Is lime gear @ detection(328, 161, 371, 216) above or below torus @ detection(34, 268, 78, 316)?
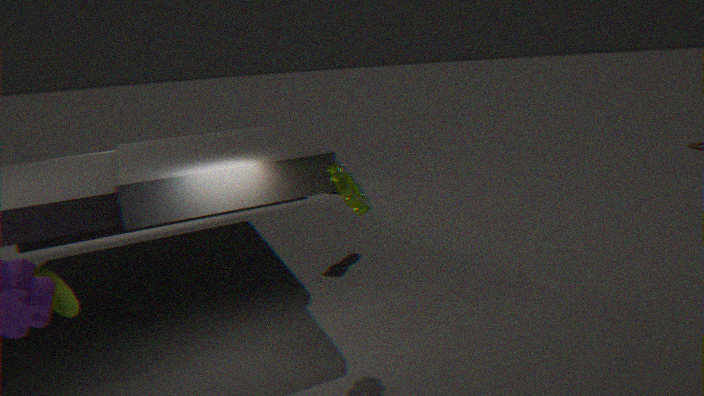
above
